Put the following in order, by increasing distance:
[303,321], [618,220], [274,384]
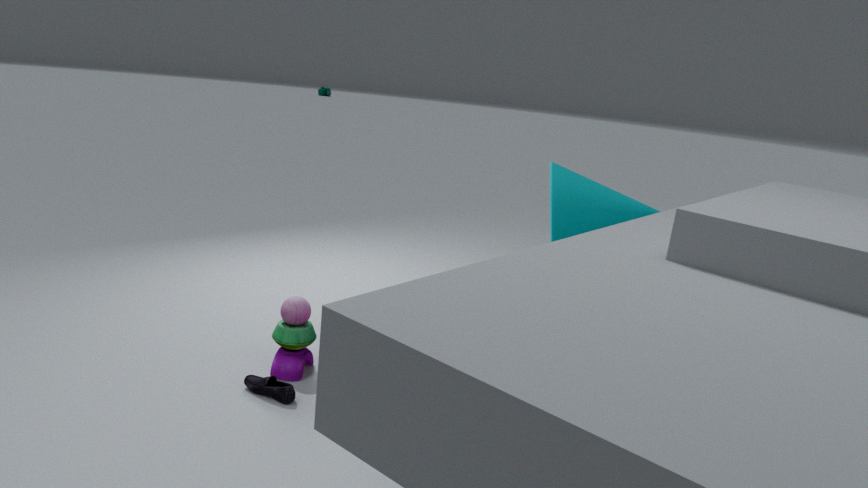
1. [274,384]
2. [303,321]
3. [618,220]
